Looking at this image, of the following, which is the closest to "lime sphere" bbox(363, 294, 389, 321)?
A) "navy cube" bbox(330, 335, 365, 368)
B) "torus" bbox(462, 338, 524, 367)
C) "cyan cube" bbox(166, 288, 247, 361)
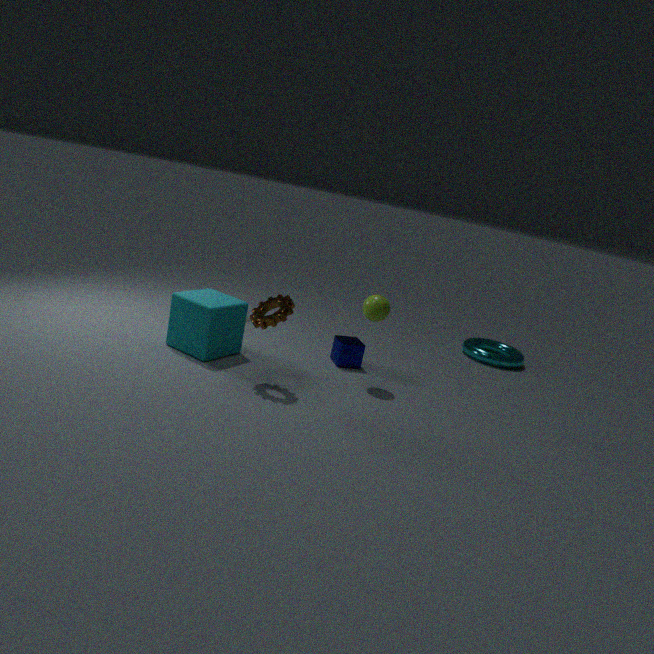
"navy cube" bbox(330, 335, 365, 368)
